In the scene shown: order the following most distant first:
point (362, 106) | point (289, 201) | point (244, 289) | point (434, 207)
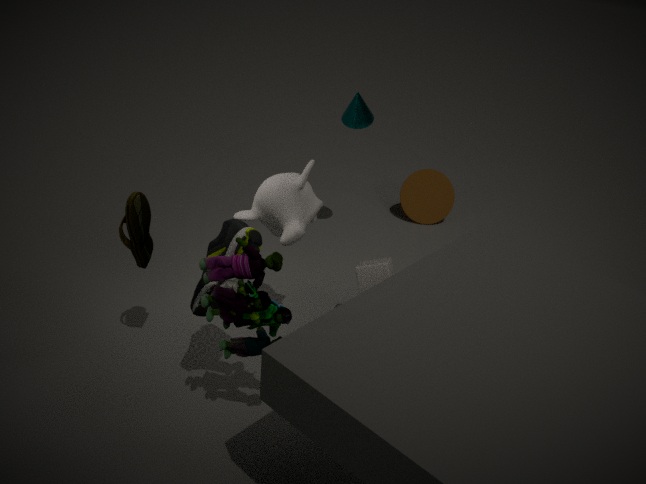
point (434, 207), point (362, 106), point (289, 201), point (244, 289)
